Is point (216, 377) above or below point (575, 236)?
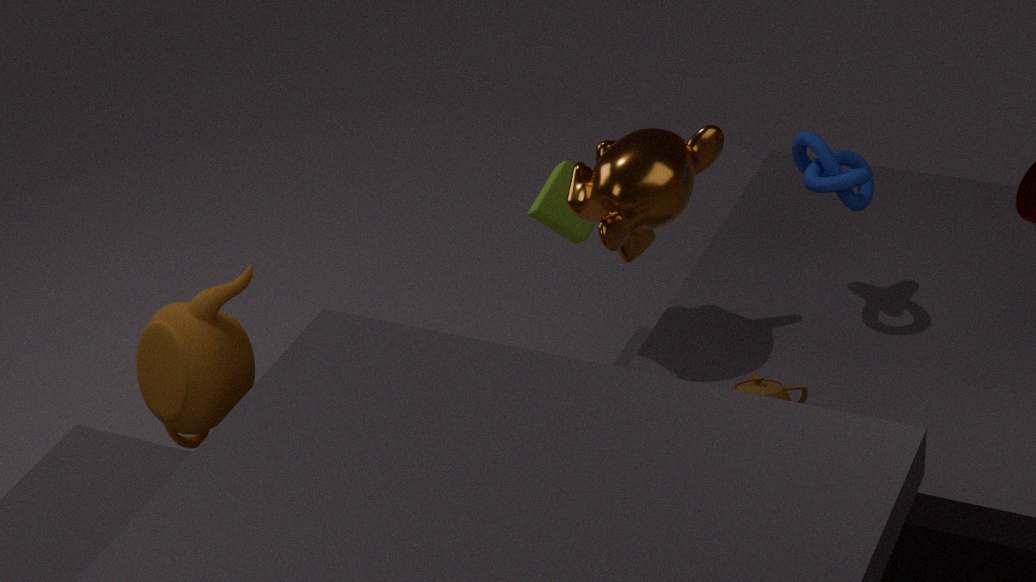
above
